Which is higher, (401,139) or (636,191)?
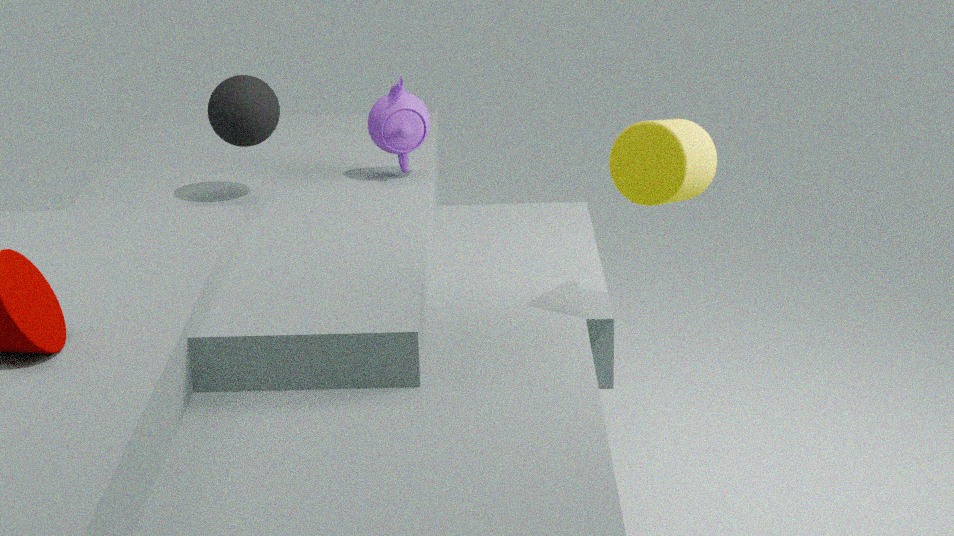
(636,191)
